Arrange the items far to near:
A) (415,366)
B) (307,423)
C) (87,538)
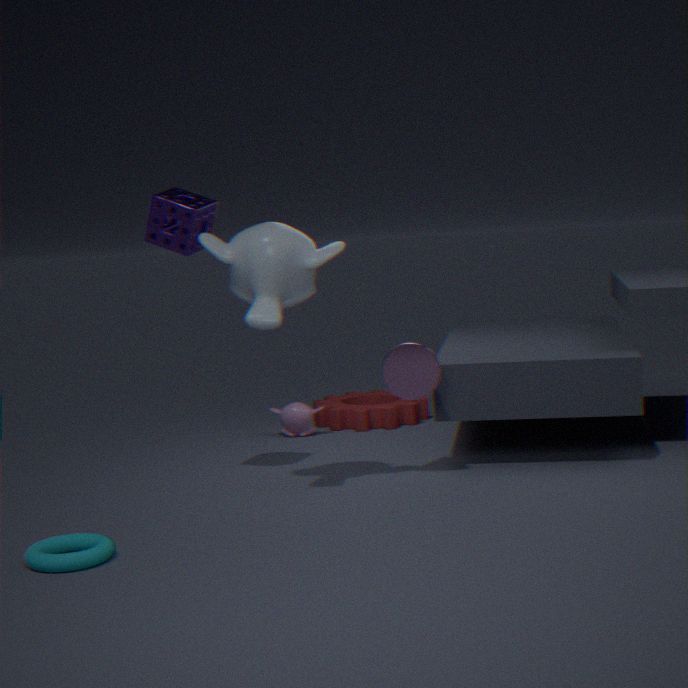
(307,423), (415,366), (87,538)
